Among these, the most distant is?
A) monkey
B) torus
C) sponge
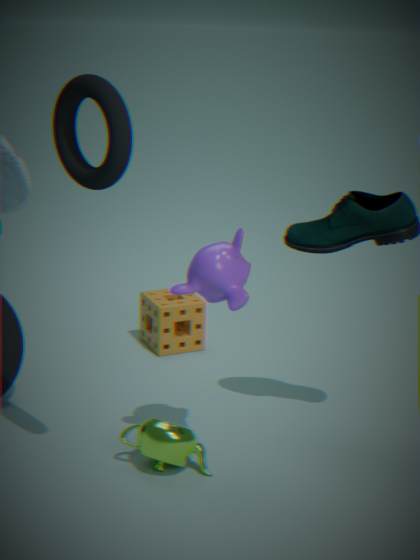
sponge
